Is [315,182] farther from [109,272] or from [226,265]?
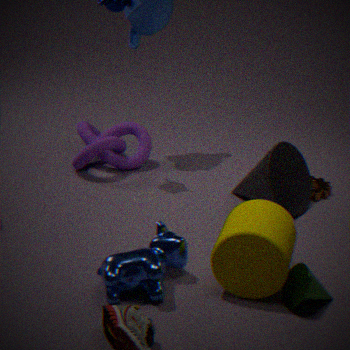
[109,272]
